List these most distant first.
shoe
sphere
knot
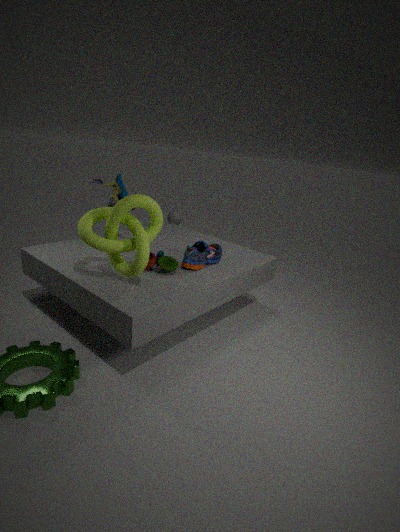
sphere → shoe → knot
